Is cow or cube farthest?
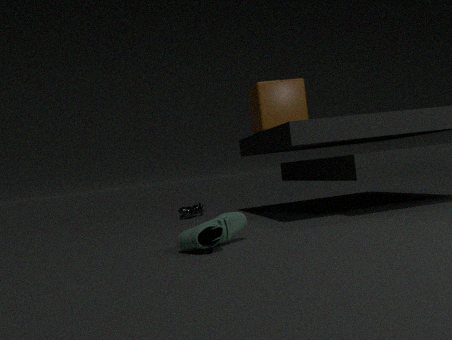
cow
